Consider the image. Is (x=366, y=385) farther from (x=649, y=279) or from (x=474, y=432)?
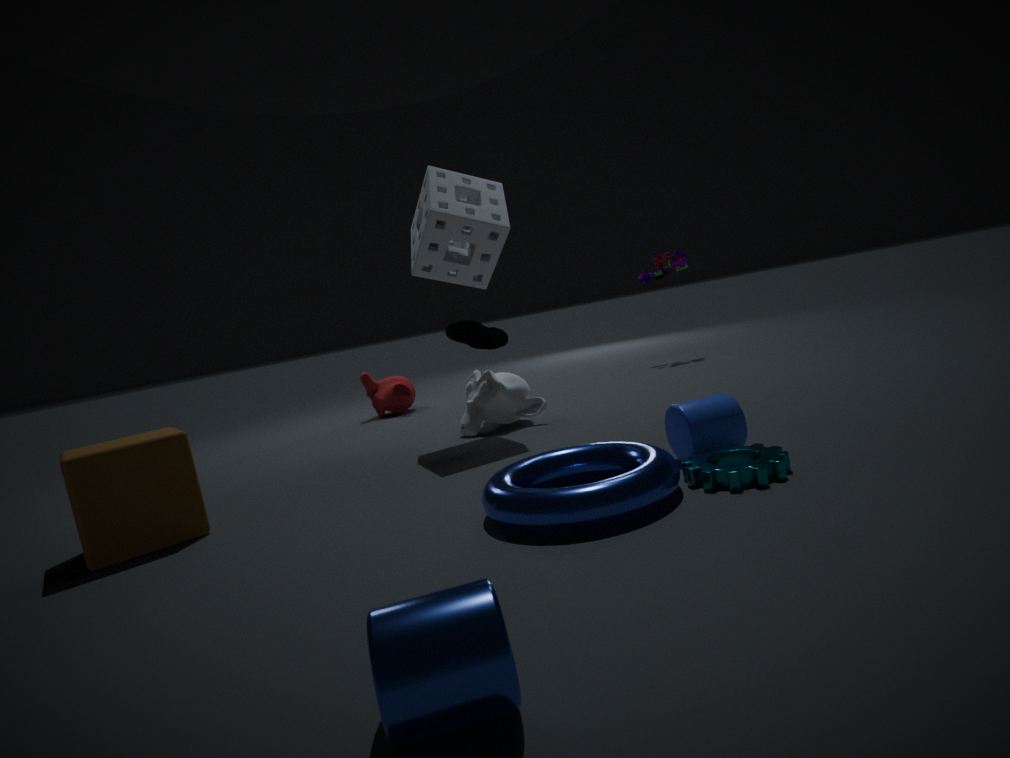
(x=649, y=279)
